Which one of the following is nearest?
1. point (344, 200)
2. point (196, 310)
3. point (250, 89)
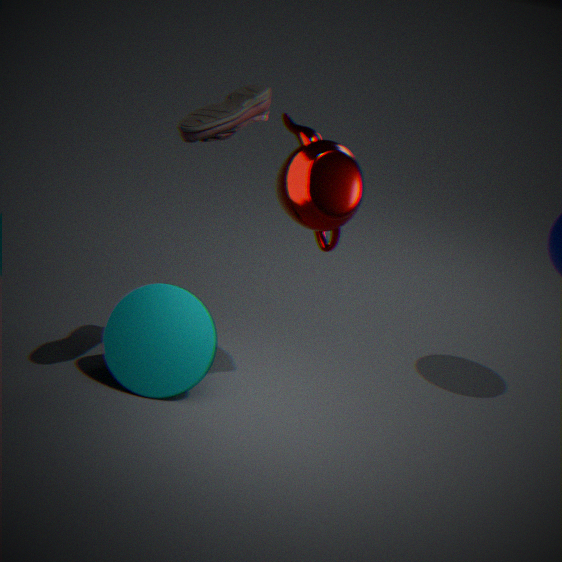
point (250, 89)
